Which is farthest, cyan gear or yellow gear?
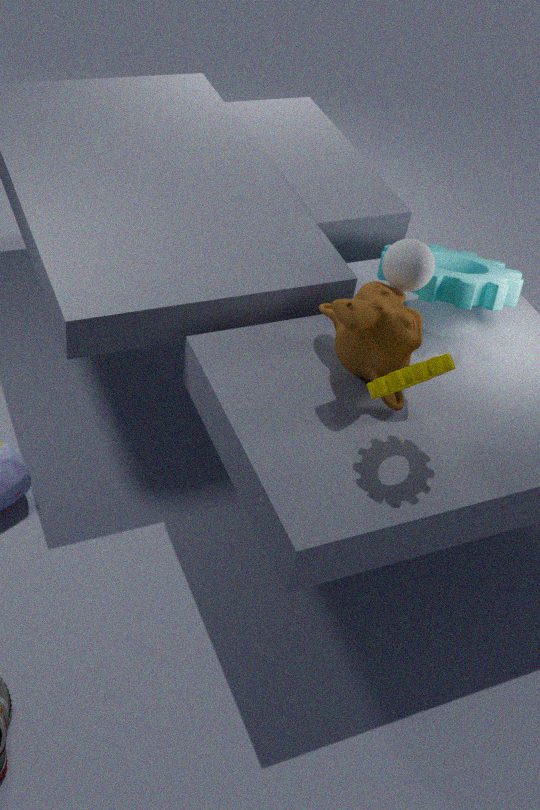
cyan gear
